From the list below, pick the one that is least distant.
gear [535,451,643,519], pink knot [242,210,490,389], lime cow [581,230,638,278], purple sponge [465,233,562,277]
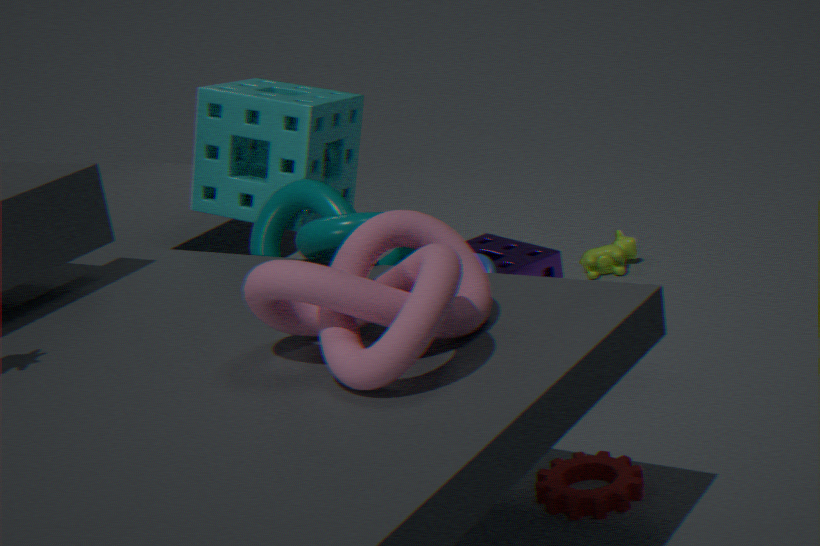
pink knot [242,210,490,389]
